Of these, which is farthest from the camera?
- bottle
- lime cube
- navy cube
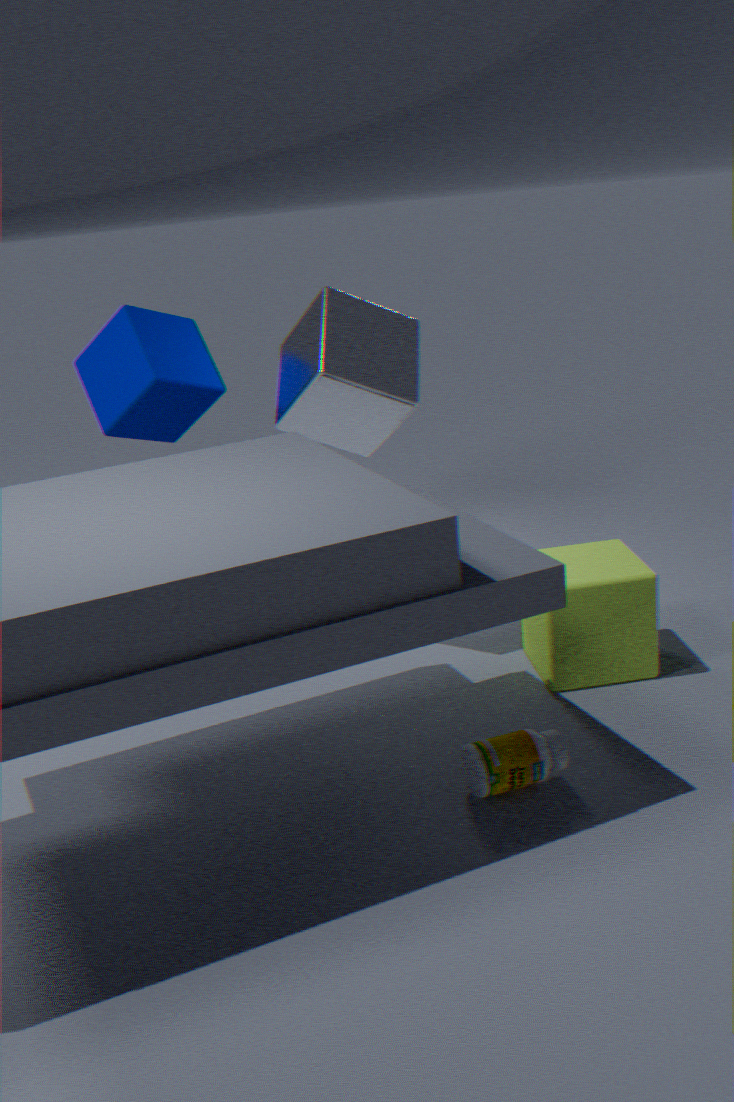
navy cube
